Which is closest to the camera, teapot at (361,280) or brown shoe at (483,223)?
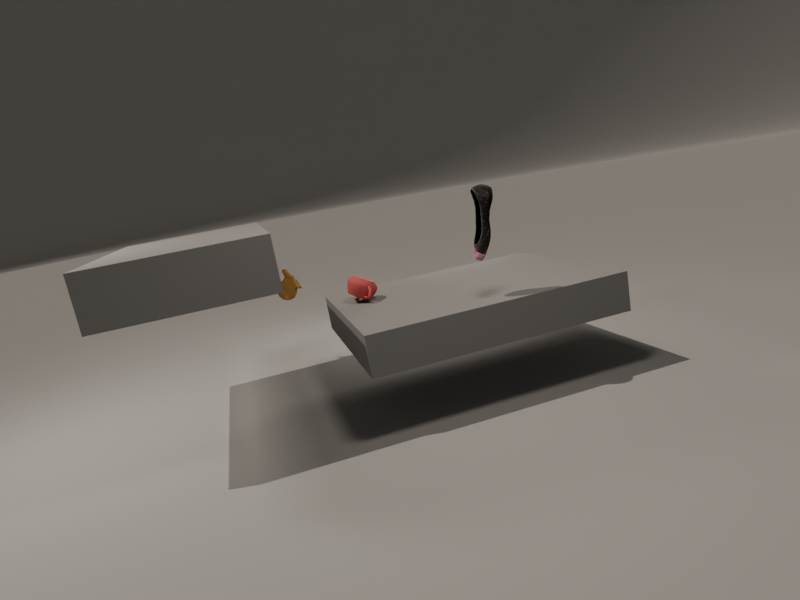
brown shoe at (483,223)
